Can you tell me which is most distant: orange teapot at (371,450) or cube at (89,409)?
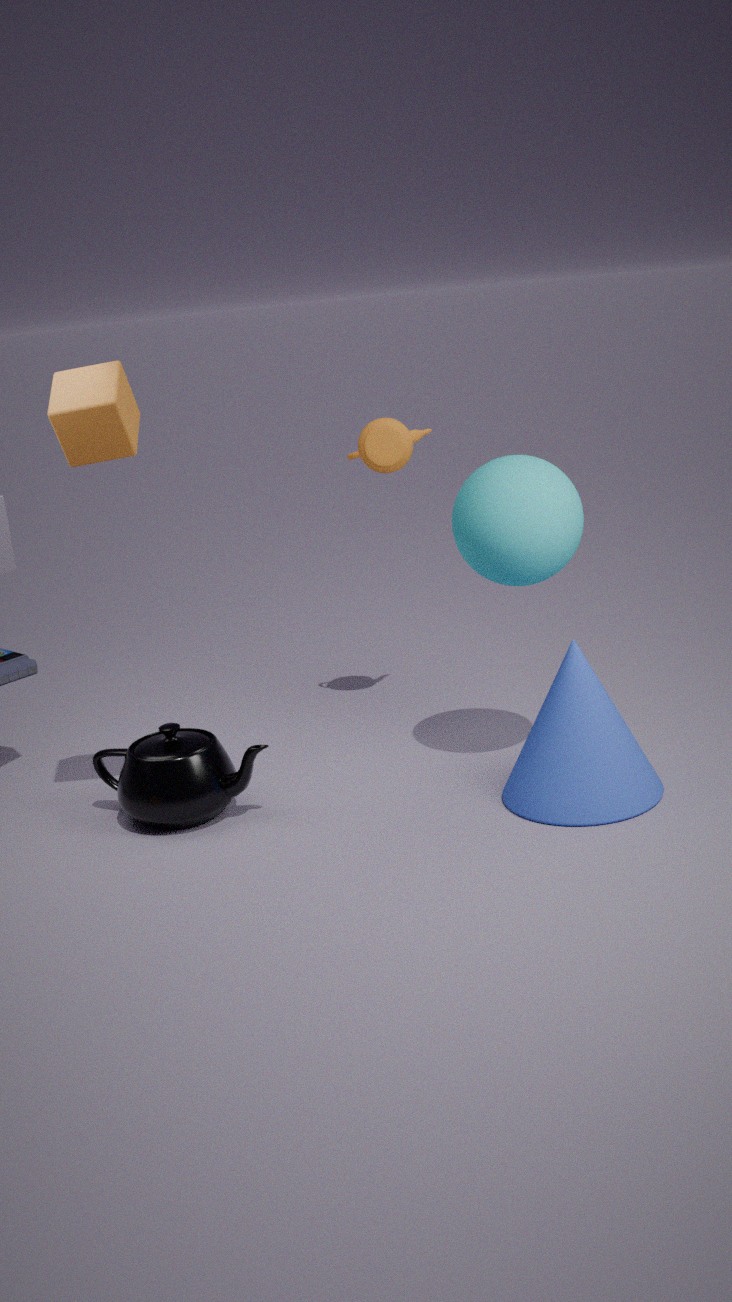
orange teapot at (371,450)
